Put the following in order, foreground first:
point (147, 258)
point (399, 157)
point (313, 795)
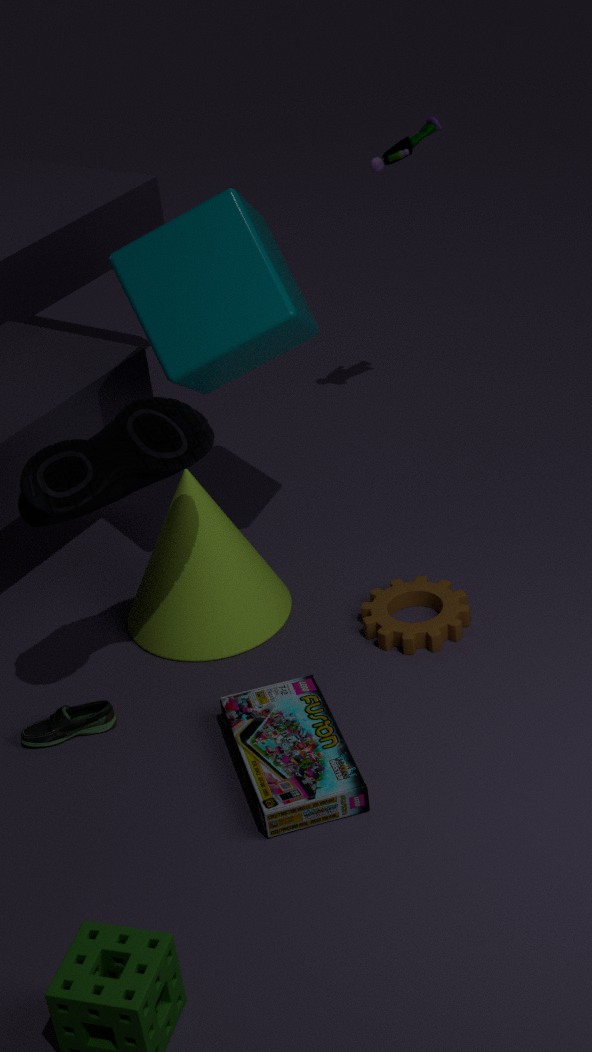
point (313, 795) → point (147, 258) → point (399, 157)
